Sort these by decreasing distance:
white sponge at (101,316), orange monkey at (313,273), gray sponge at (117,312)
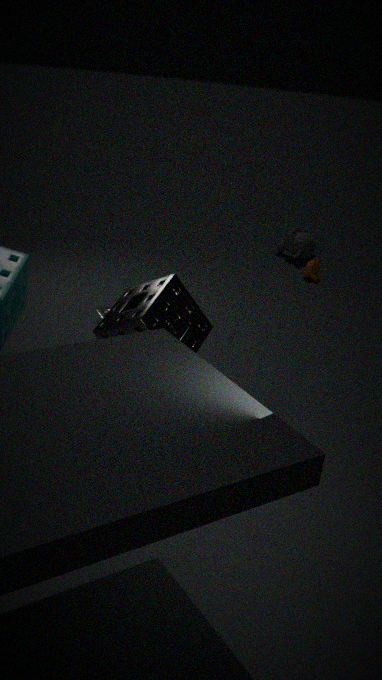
1. orange monkey at (313,273)
2. white sponge at (101,316)
3. gray sponge at (117,312)
